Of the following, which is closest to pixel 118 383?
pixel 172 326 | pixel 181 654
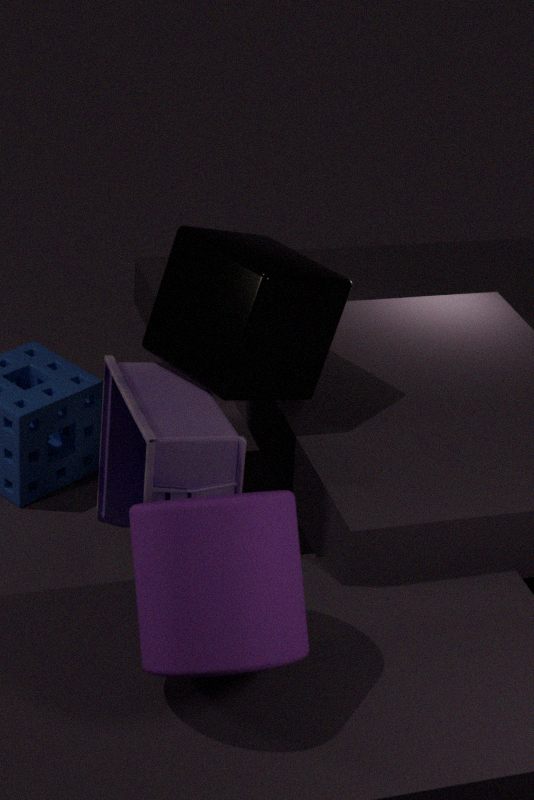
pixel 172 326
